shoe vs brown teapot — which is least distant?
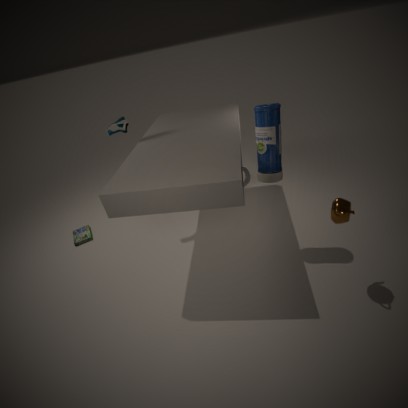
brown teapot
